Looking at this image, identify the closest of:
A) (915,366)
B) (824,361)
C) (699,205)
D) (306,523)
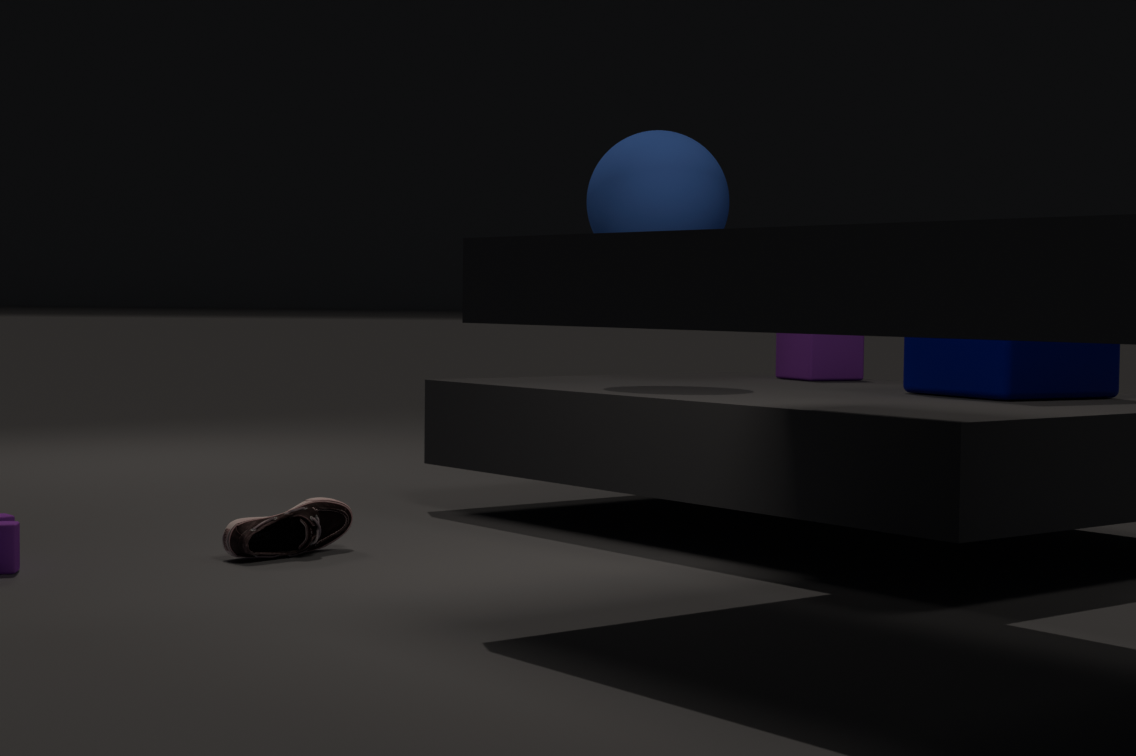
(306,523)
